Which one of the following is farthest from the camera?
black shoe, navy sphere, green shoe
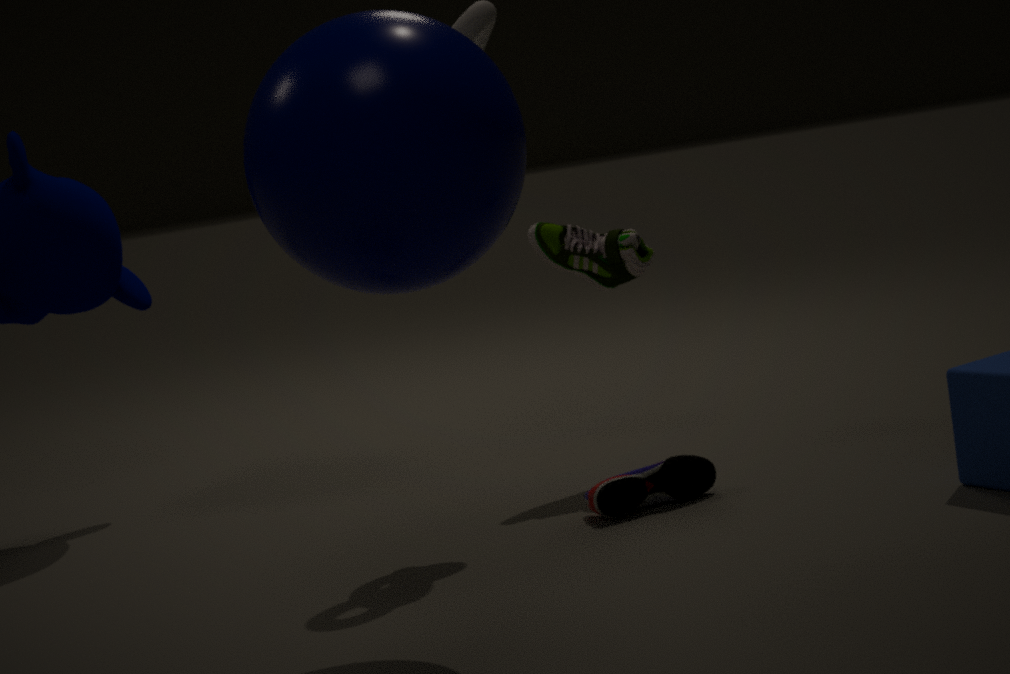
green shoe
